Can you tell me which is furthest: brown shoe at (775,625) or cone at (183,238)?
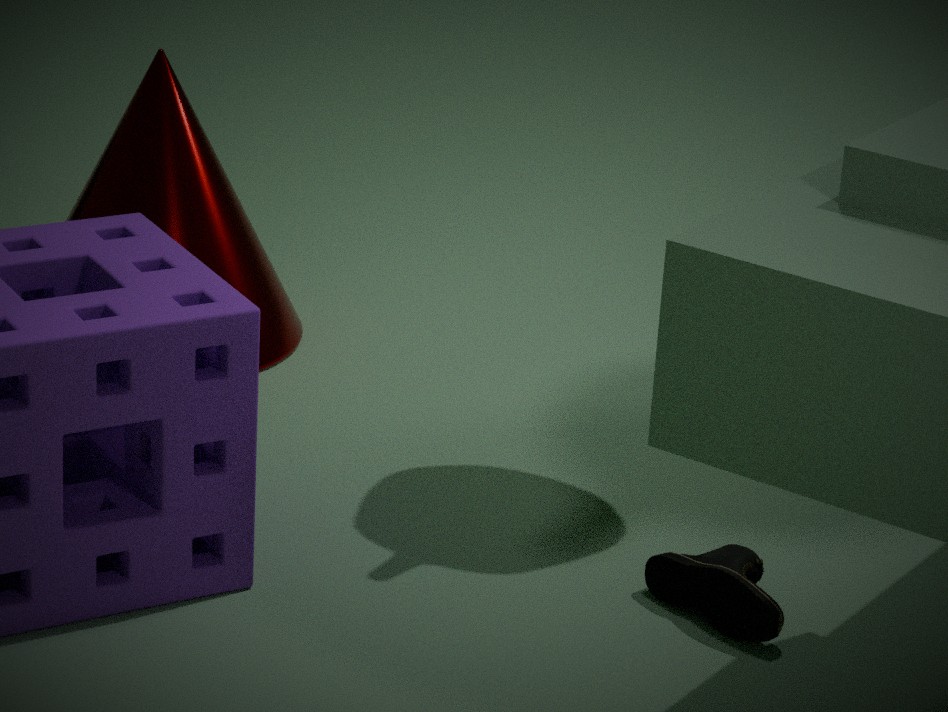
cone at (183,238)
